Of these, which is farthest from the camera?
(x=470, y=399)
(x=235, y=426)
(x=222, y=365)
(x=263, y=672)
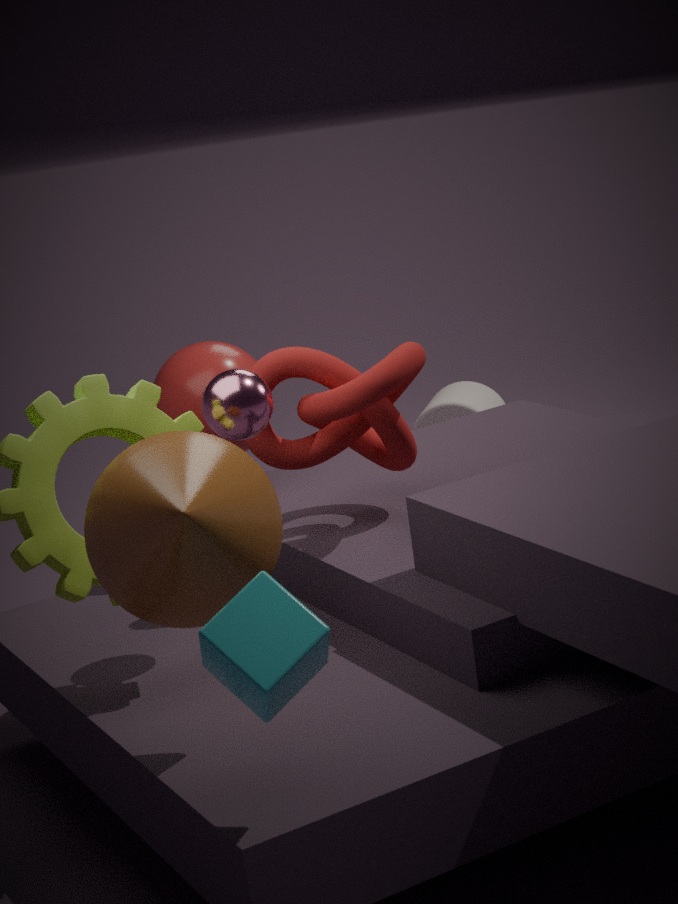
(x=470, y=399)
